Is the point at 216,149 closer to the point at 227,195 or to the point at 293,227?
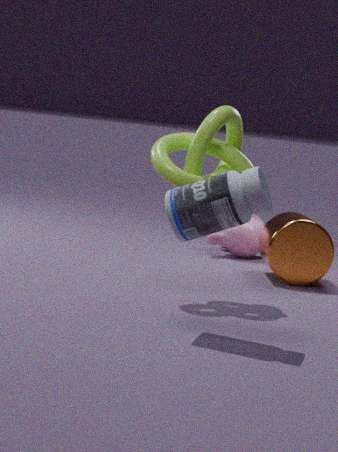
the point at 227,195
